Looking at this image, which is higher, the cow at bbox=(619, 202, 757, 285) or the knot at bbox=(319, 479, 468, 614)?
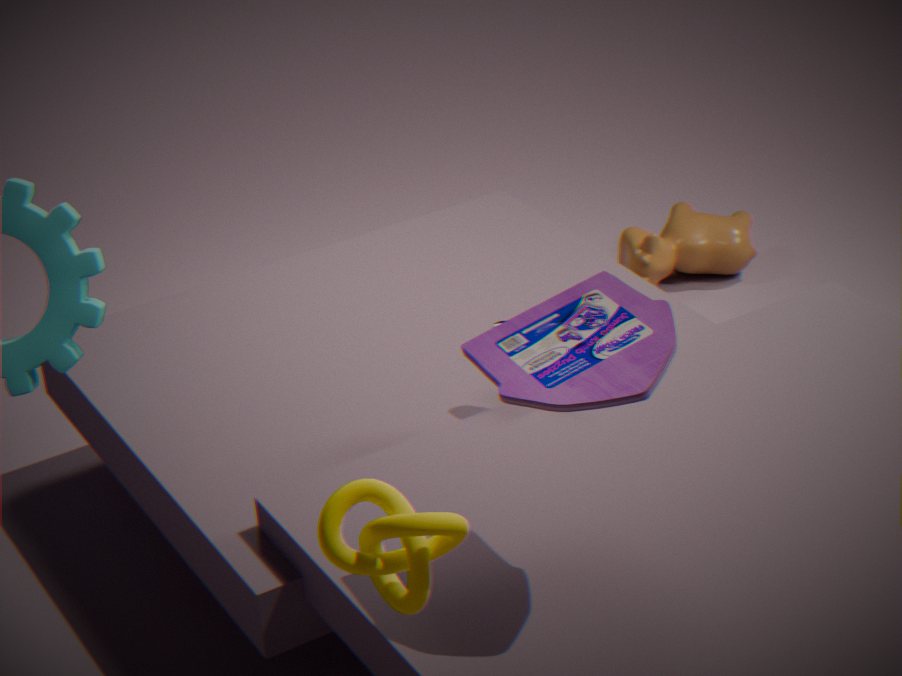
the knot at bbox=(319, 479, 468, 614)
